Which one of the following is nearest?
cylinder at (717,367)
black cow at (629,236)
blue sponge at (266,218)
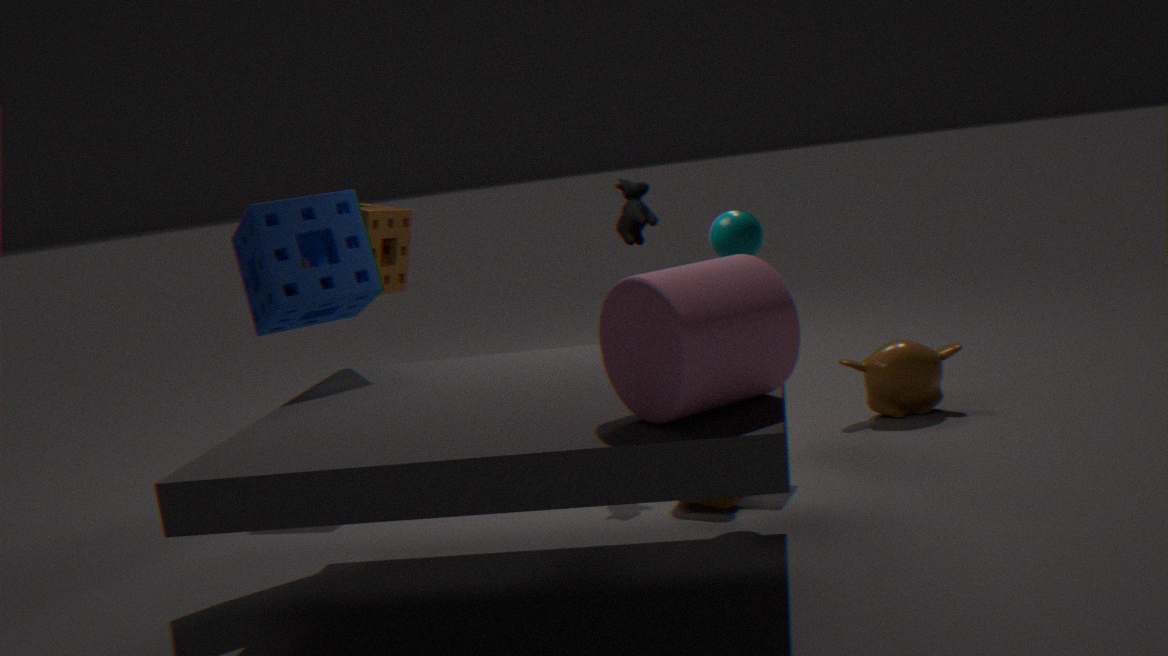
cylinder at (717,367)
